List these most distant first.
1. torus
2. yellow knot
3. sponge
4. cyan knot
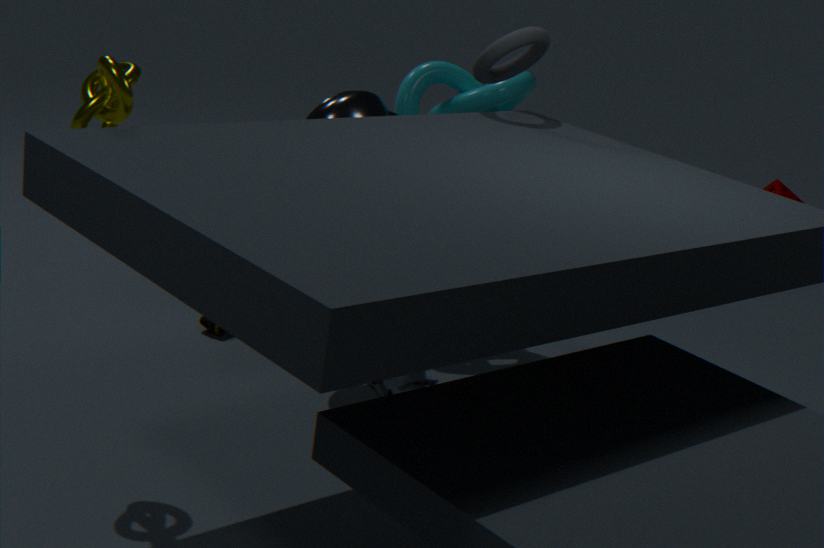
cyan knot, torus, sponge, yellow knot
